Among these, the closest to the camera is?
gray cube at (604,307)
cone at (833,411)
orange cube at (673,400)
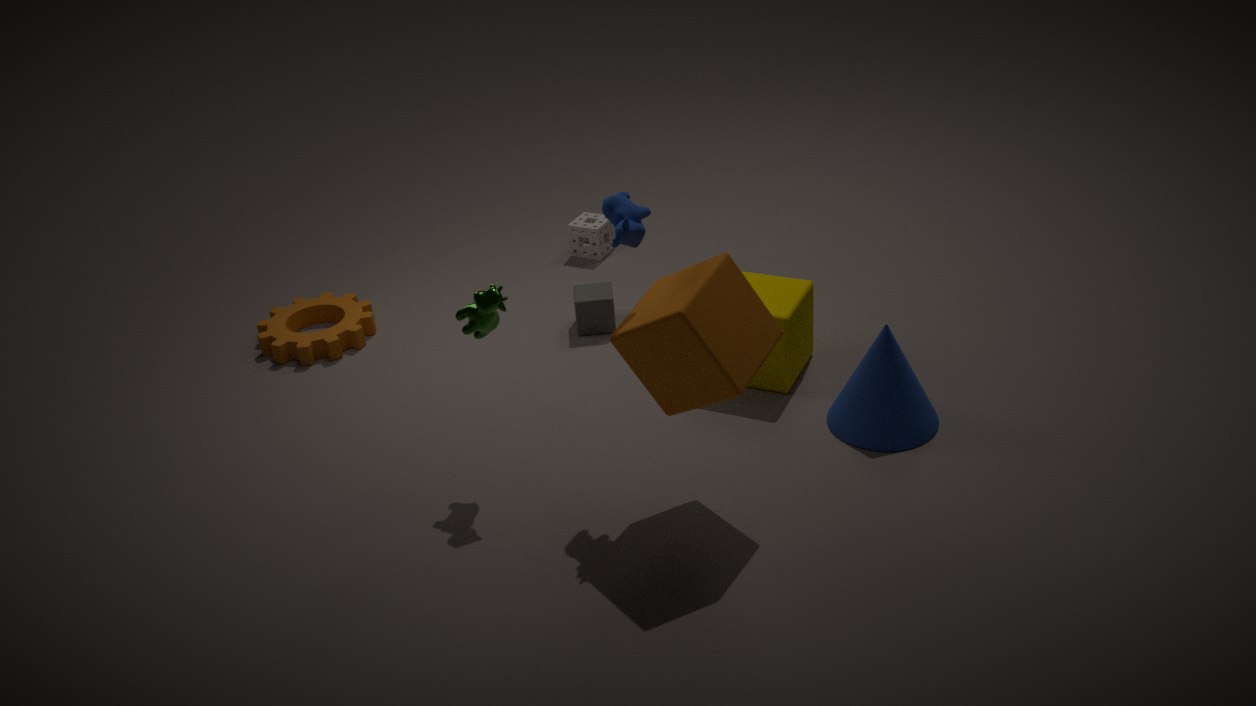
orange cube at (673,400)
